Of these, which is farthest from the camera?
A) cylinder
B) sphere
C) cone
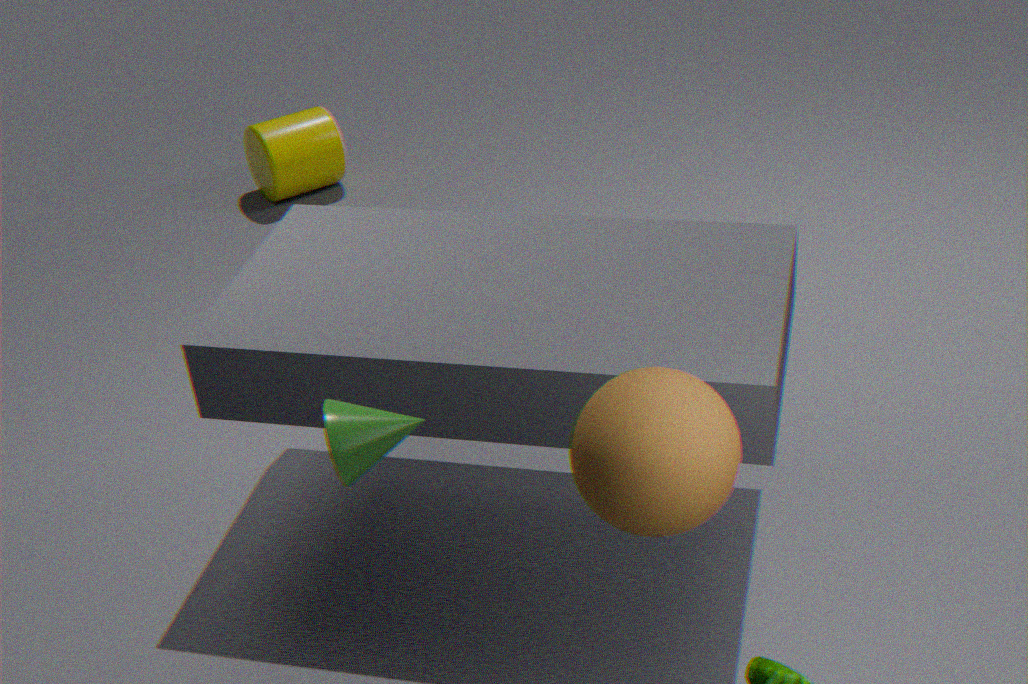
cylinder
